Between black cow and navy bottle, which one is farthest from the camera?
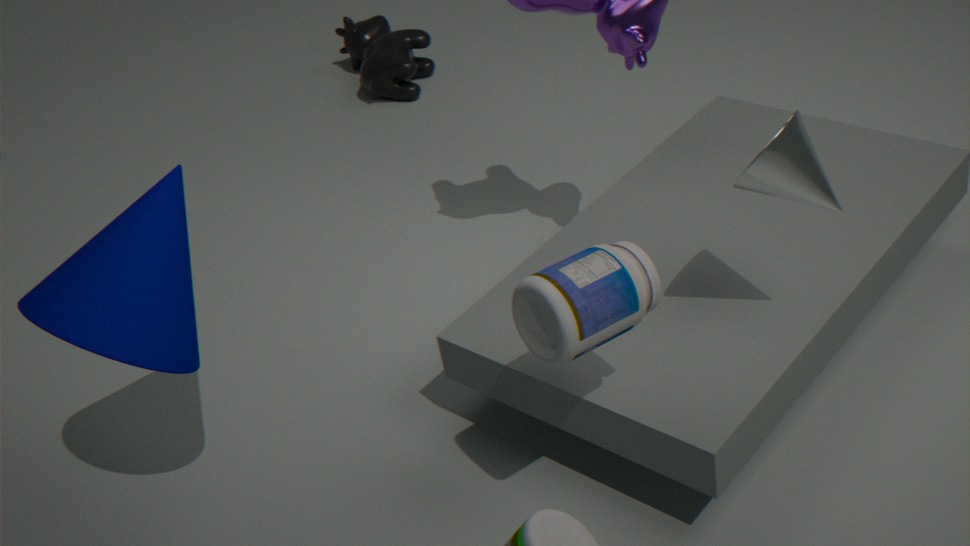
black cow
